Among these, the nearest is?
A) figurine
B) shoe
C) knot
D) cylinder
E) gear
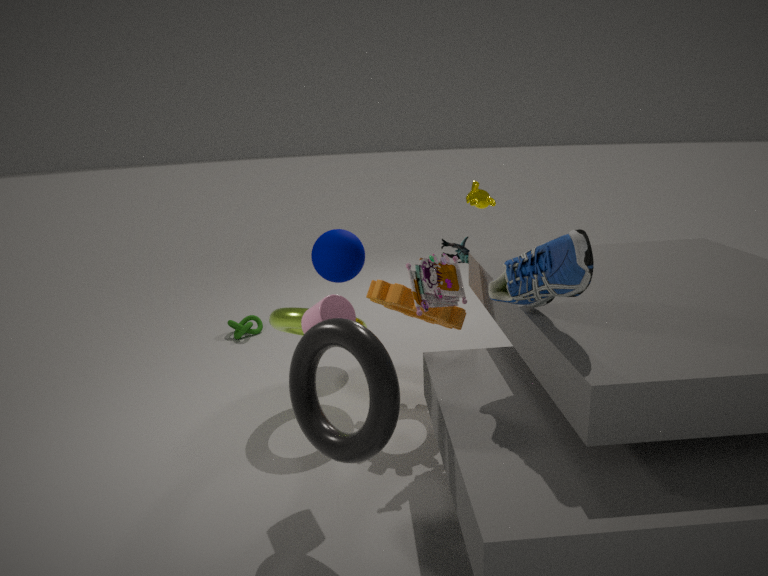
shoe
